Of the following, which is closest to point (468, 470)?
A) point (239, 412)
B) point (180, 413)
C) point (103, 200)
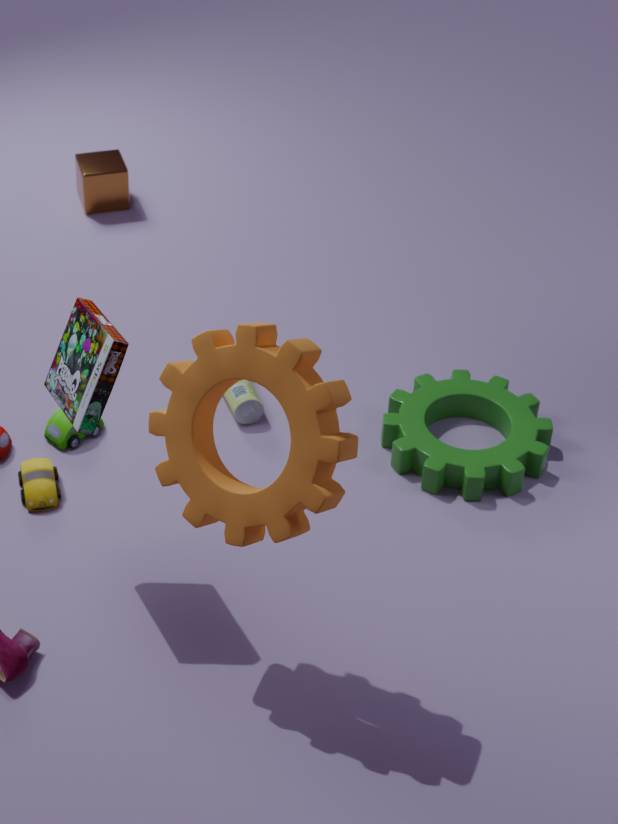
point (239, 412)
